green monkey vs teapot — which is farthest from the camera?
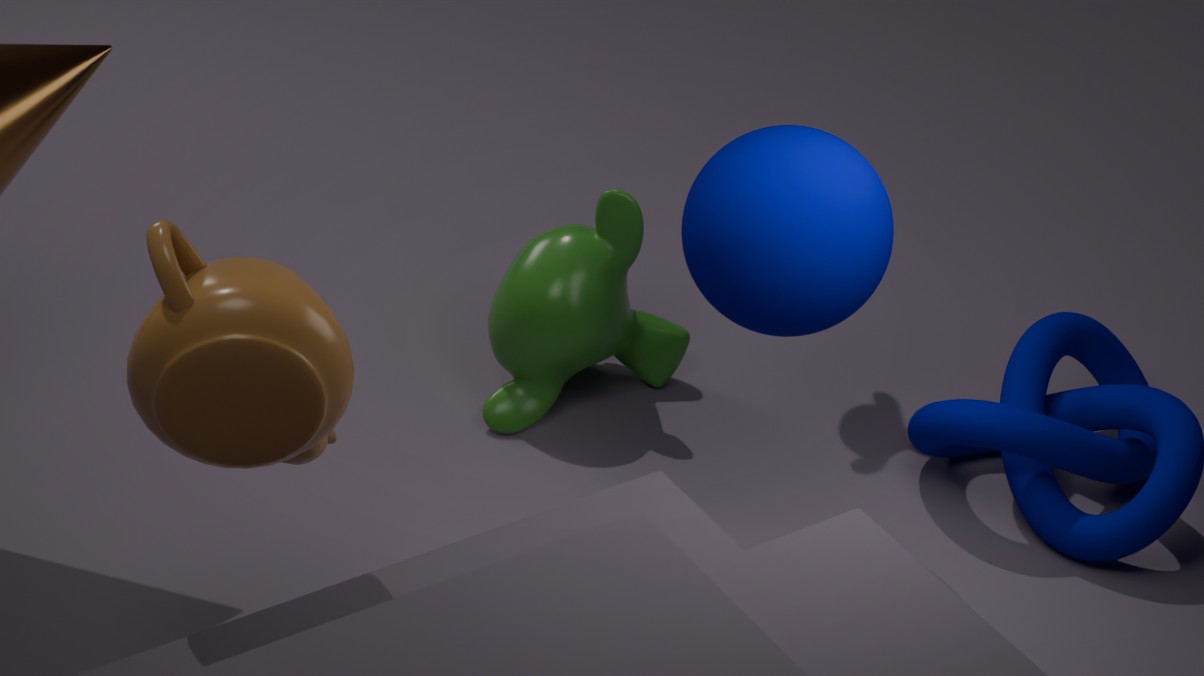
green monkey
